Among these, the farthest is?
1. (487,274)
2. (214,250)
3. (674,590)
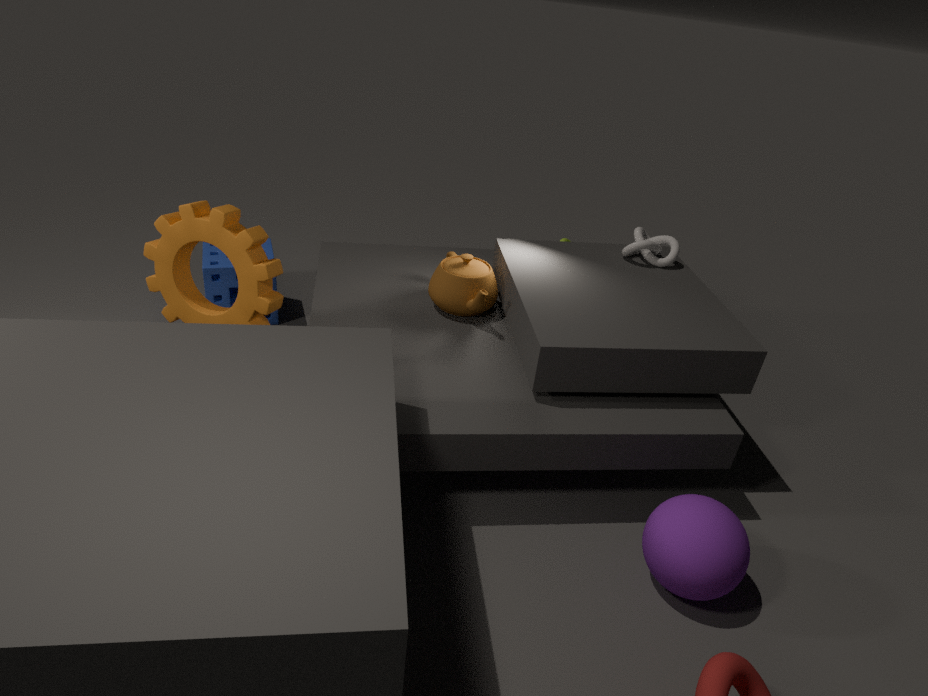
(214,250)
